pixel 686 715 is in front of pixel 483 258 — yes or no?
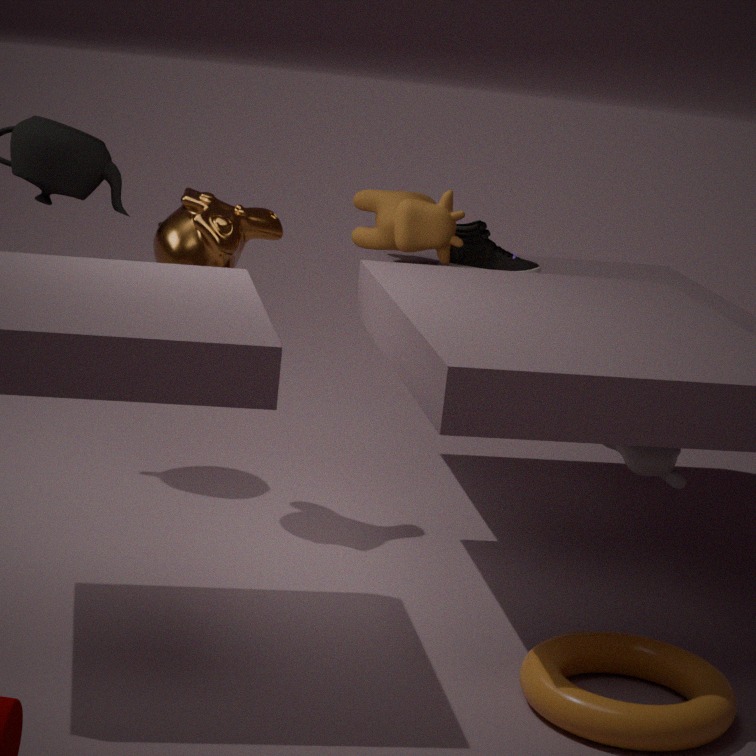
Yes
